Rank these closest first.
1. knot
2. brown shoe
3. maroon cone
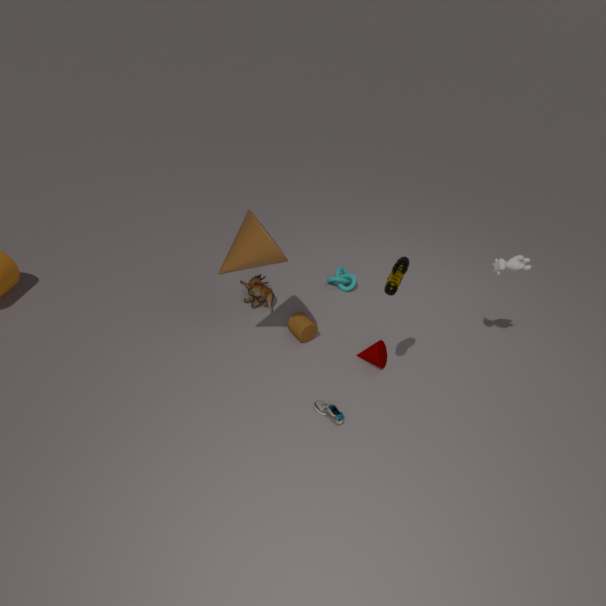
brown shoe, maroon cone, knot
